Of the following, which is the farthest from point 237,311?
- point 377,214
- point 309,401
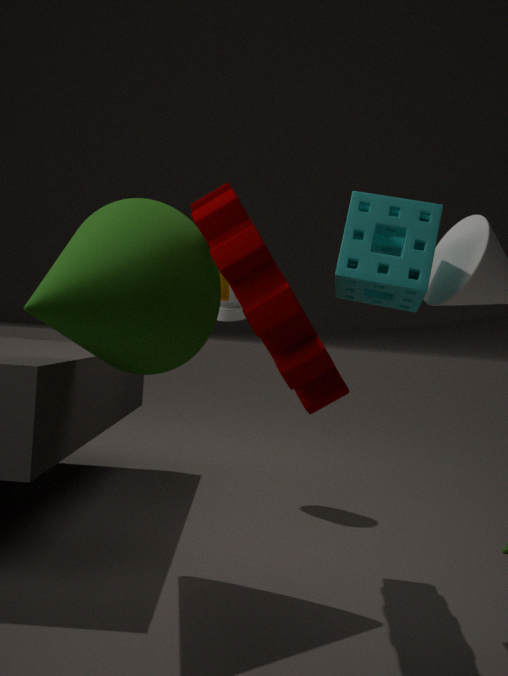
point 377,214
